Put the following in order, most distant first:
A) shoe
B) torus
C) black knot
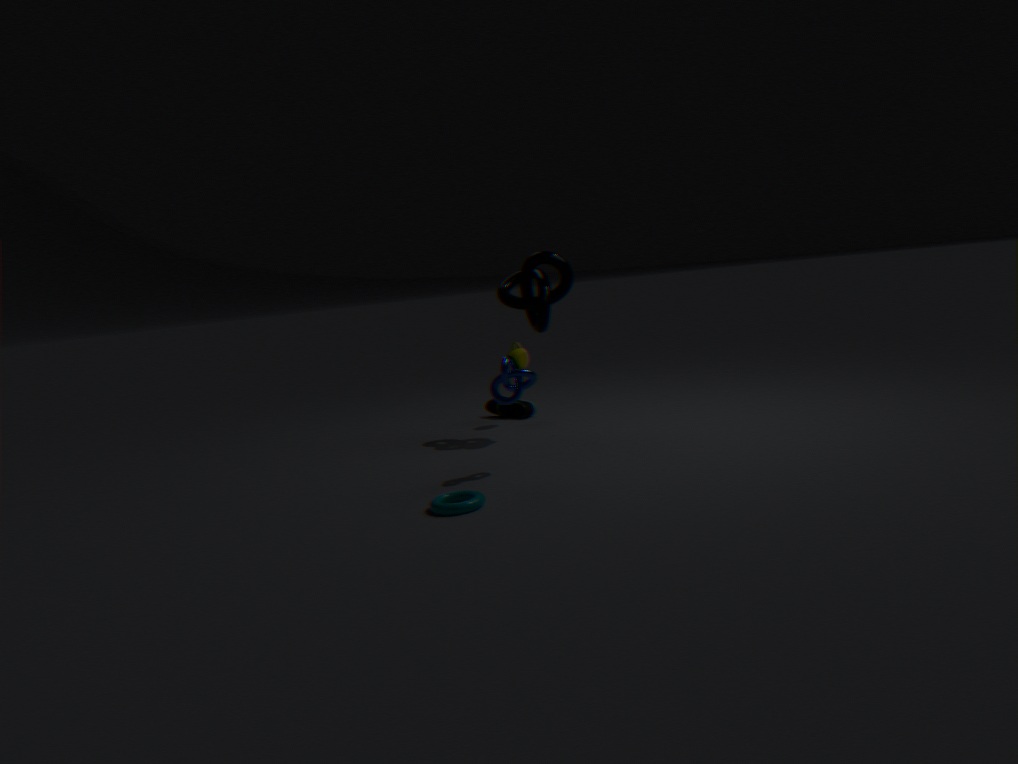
shoe < black knot < torus
